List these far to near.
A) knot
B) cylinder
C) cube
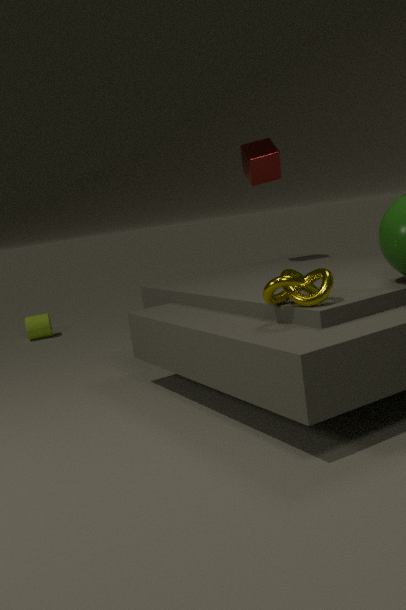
cylinder
cube
knot
